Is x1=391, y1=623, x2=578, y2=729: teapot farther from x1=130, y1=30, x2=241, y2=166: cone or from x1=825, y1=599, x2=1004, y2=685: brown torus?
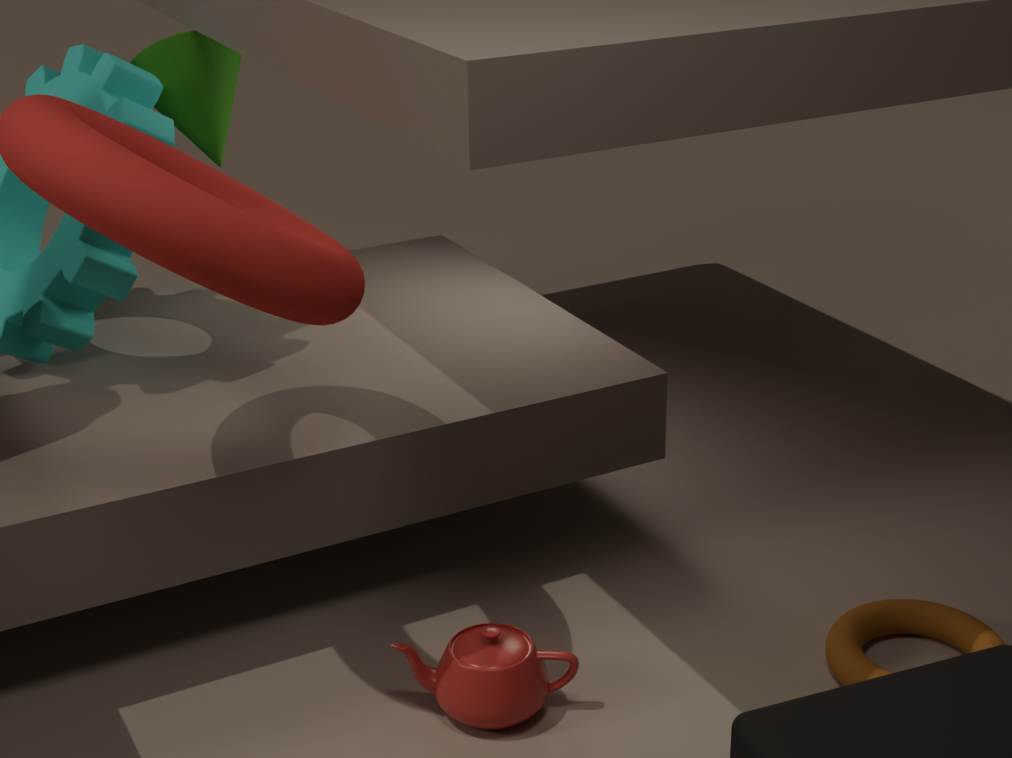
x1=130, y1=30, x2=241, y2=166: cone
